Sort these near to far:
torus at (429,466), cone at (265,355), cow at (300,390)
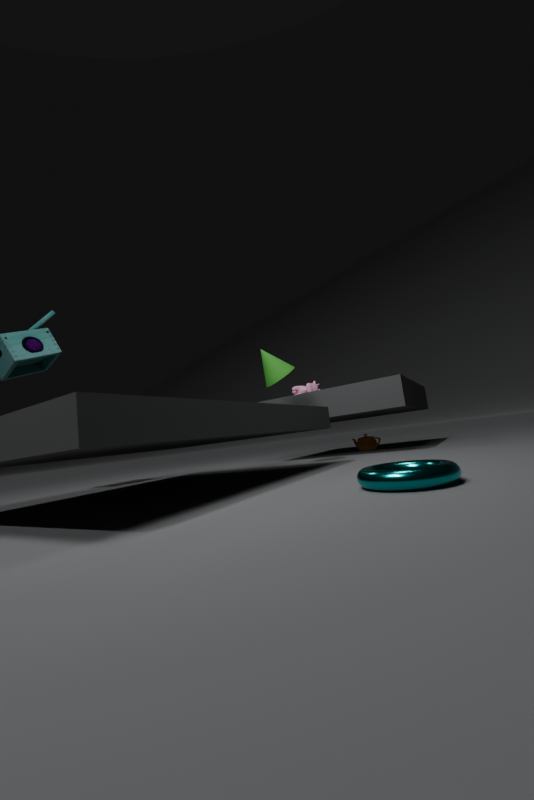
torus at (429,466), cone at (265,355), cow at (300,390)
